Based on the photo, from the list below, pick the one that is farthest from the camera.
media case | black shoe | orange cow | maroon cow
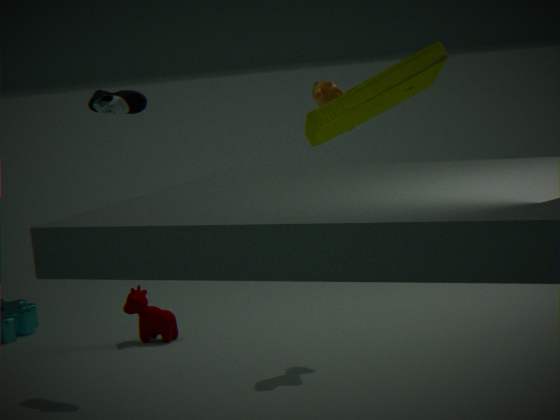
maroon cow
